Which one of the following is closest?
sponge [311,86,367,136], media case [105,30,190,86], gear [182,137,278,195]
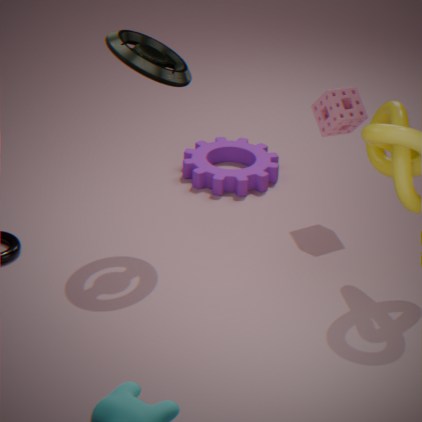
media case [105,30,190,86]
